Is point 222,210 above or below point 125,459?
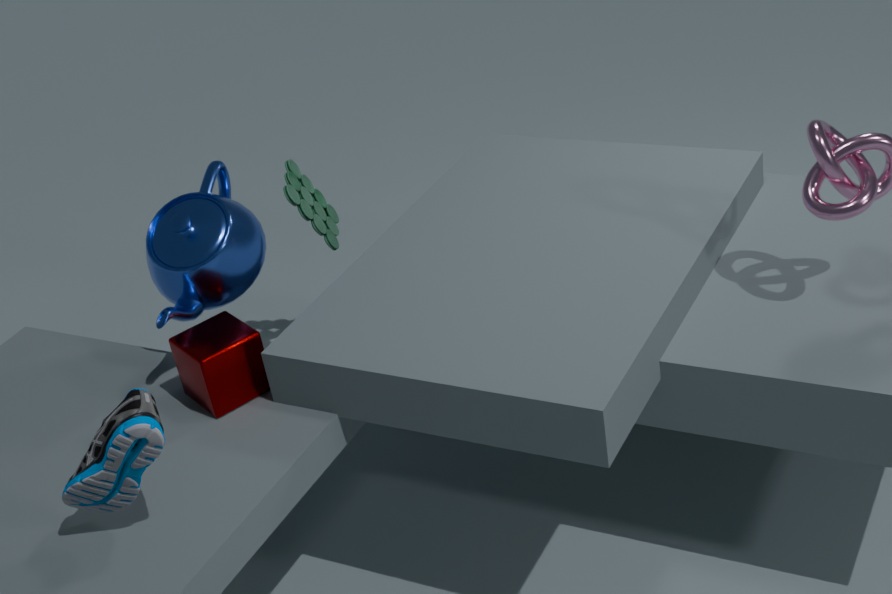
above
